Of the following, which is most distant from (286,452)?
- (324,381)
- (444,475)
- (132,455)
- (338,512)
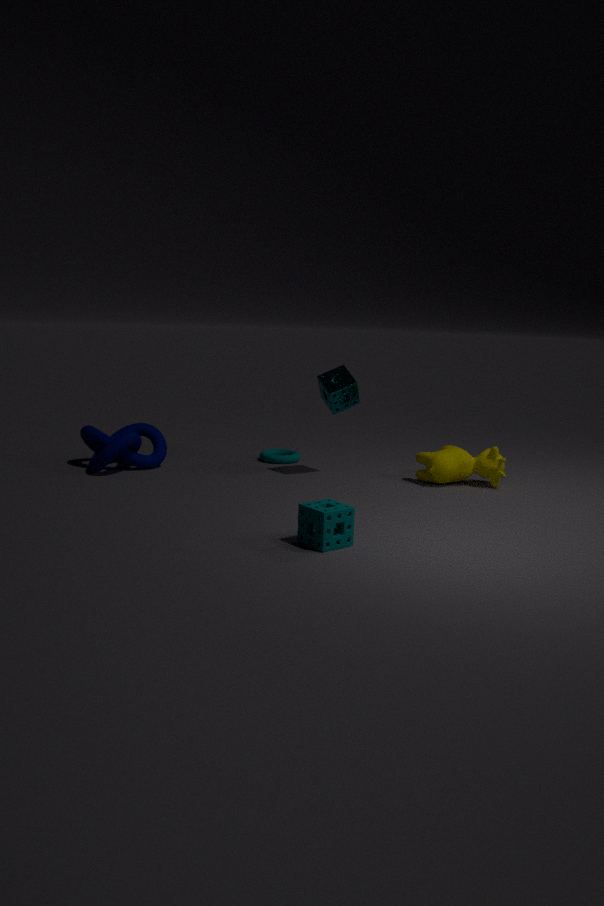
(338,512)
